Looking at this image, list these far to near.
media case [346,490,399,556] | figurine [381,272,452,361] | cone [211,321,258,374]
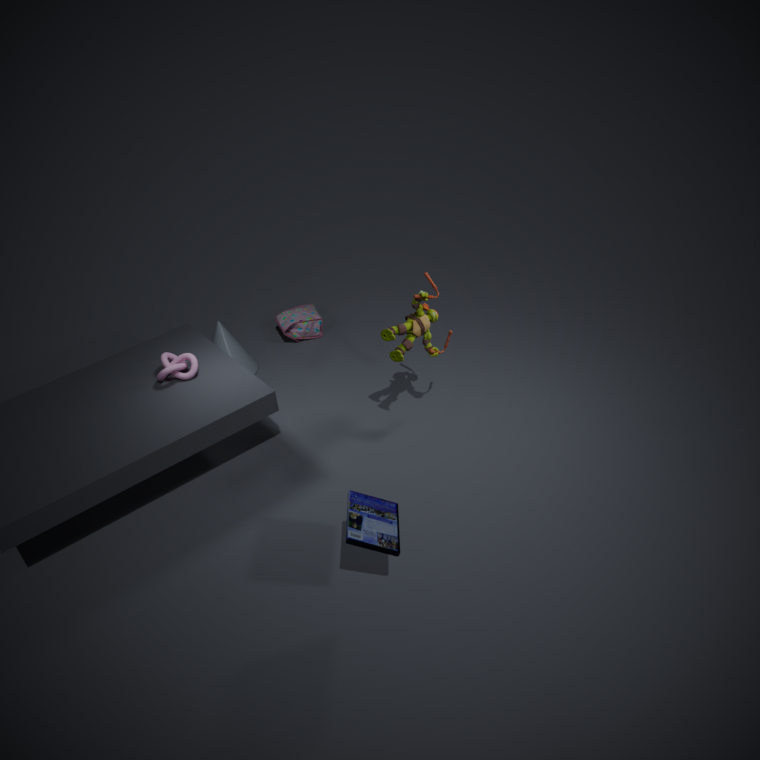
cone [211,321,258,374], figurine [381,272,452,361], media case [346,490,399,556]
